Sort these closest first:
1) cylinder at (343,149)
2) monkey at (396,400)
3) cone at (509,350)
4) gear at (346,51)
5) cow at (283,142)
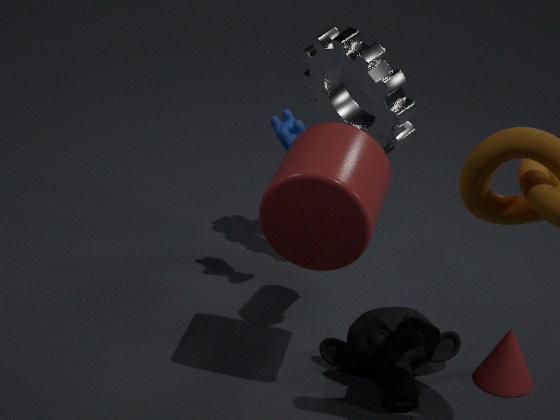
1. 1. cylinder at (343,149)
2. 2. monkey at (396,400)
3. 3. cone at (509,350)
4. 5. cow at (283,142)
5. 4. gear at (346,51)
